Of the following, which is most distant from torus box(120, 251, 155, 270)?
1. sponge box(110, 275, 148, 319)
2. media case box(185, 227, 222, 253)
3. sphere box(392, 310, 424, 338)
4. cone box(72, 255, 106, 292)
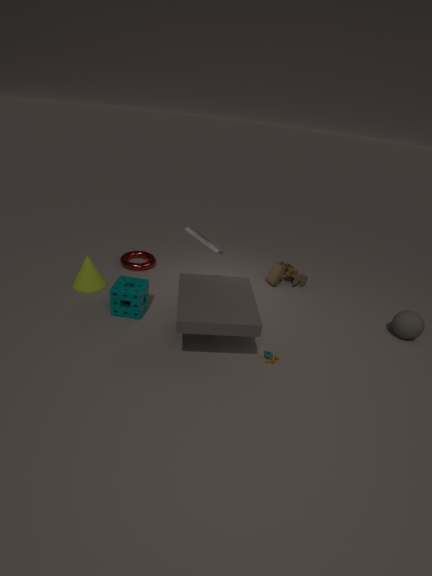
sphere box(392, 310, 424, 338)
